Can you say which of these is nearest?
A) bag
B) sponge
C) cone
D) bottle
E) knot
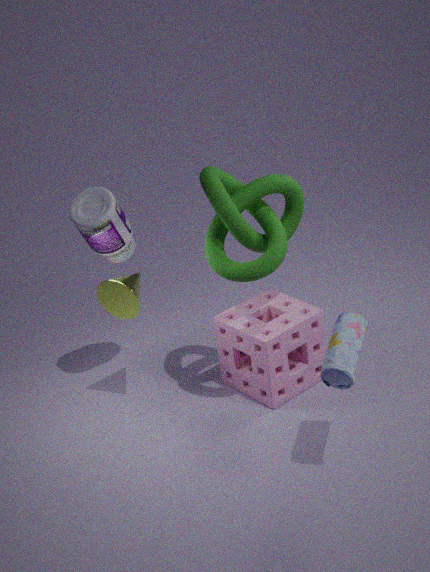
bag
